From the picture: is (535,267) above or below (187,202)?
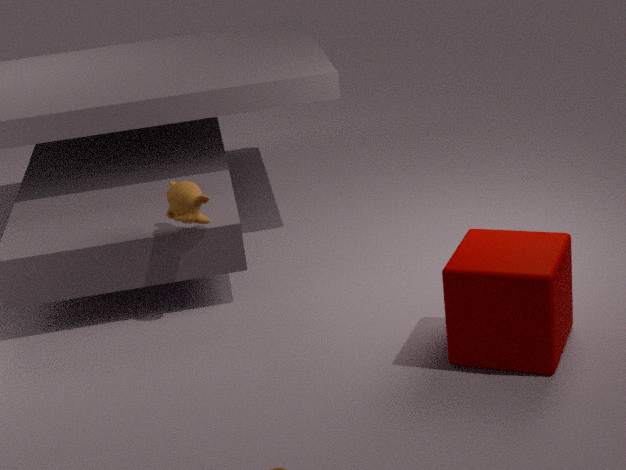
below
